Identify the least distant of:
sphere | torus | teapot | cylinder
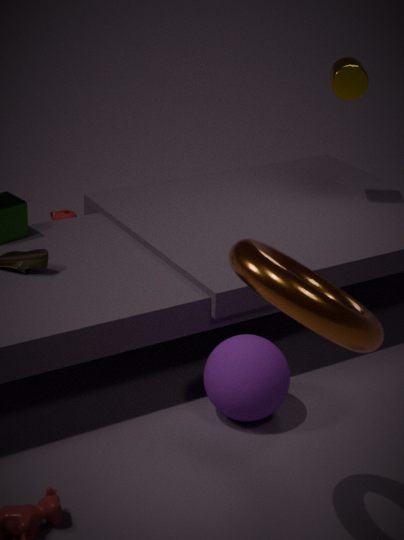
torus
